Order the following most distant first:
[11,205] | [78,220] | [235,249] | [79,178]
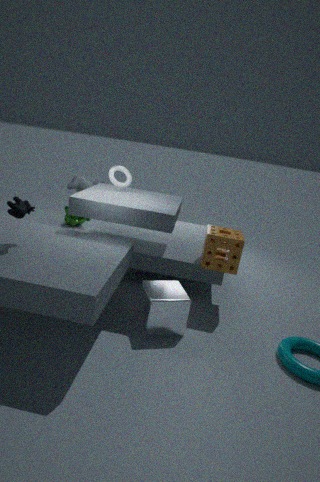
1. [78,220]
2. [79,178]
3. [235,249]
4. [11,205]
